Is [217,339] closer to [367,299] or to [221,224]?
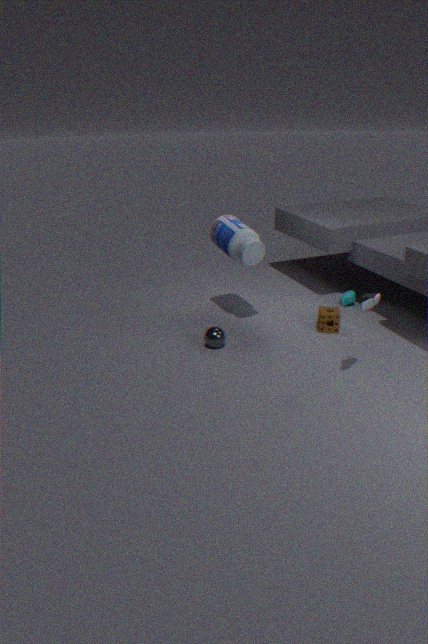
[221,224]
